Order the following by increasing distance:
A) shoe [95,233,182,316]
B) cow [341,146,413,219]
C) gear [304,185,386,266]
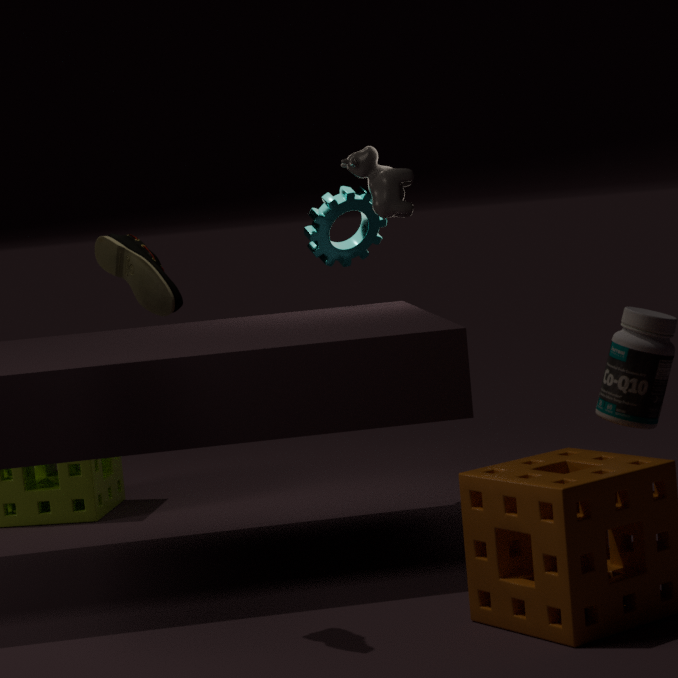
shoe [95,233,182,316], cow [341,146,413,219], gear [304,185,386,266]
